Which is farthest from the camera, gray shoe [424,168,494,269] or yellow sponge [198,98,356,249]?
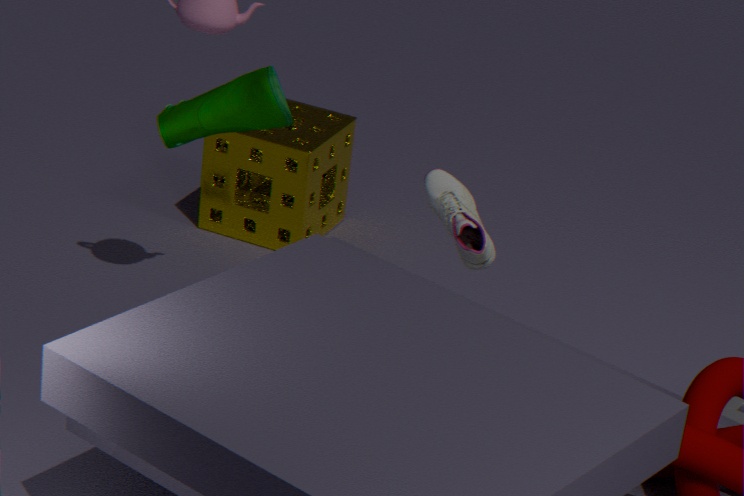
yellow sponge [198,98,356,249]
